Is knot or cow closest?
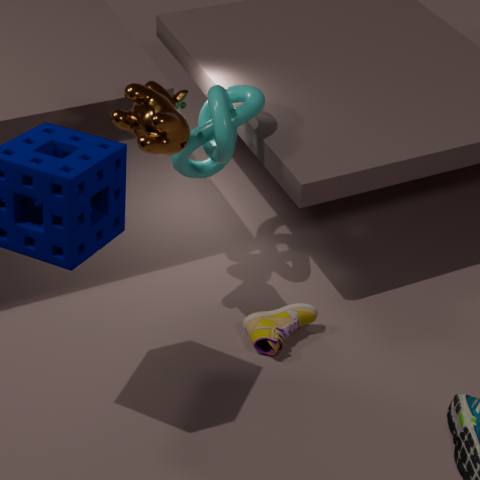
cow
